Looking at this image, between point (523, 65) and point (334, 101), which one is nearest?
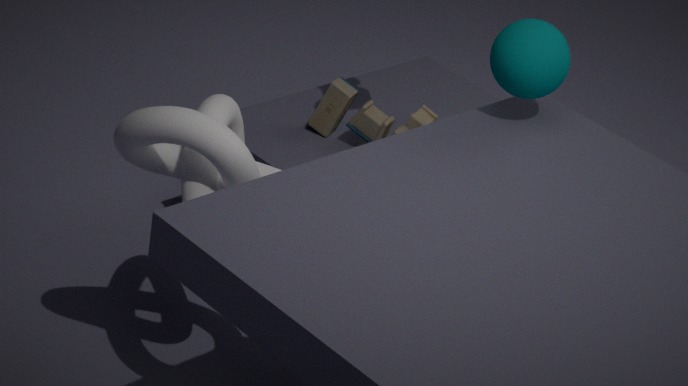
point (523, 65)
